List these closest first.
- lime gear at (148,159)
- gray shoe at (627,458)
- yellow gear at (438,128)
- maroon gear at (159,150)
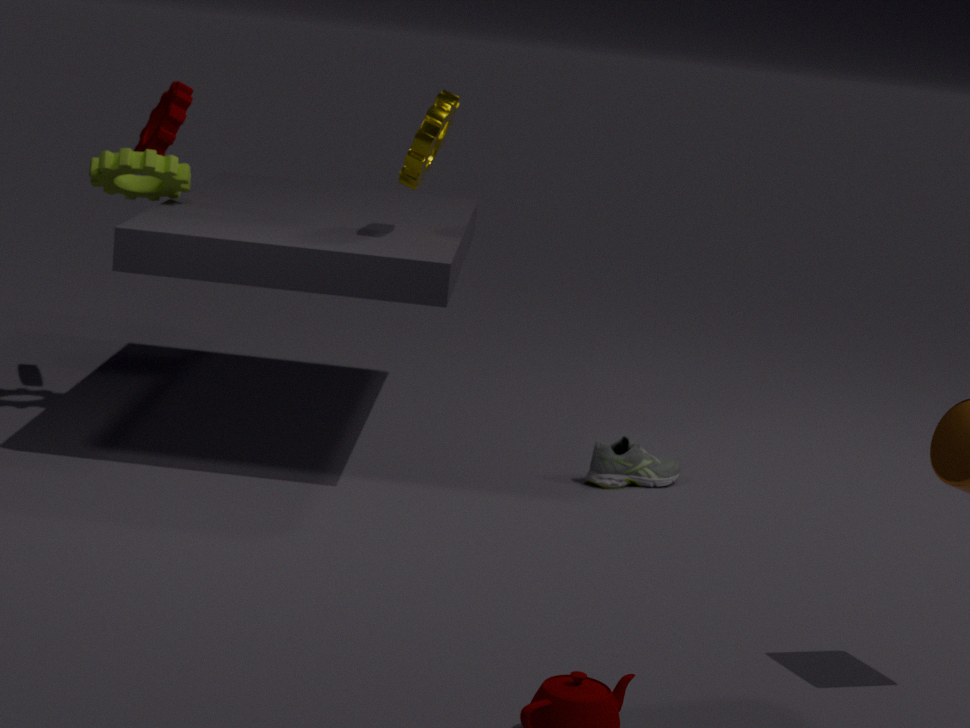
yellow gear at (438,128)
lime gear at (148,159)
gray shoe at (627,458)
maroon gear at (159,150)
